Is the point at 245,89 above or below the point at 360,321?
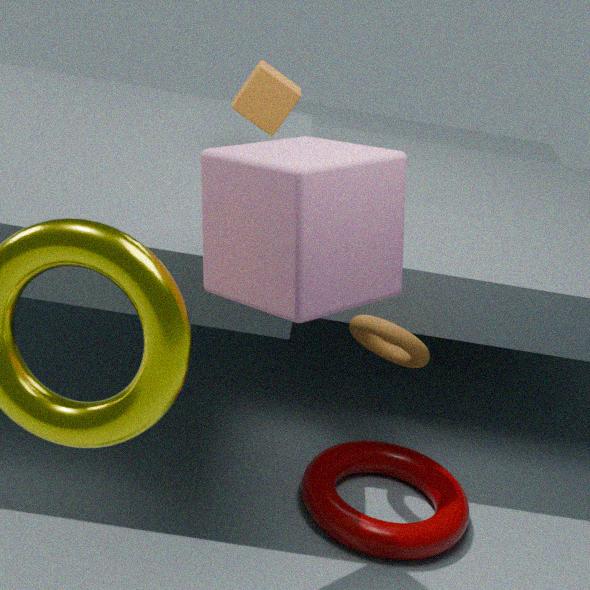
above
